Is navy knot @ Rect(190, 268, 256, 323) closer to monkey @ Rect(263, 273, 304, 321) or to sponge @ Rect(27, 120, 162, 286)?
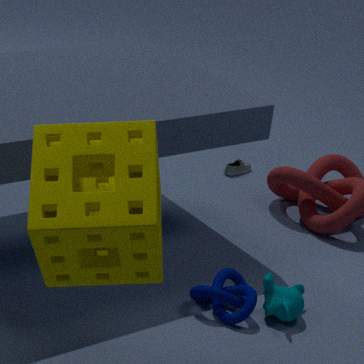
monkey @ Rect(263, 273, 304, 321)
